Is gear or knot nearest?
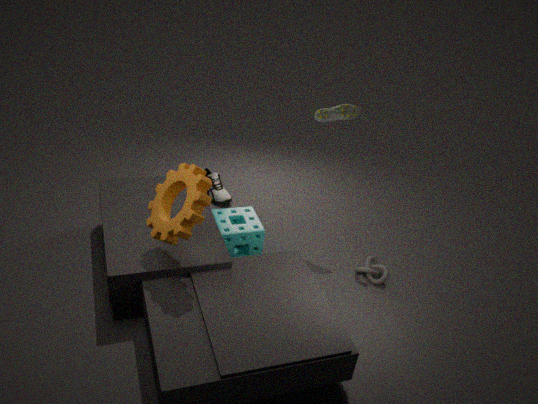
gear
